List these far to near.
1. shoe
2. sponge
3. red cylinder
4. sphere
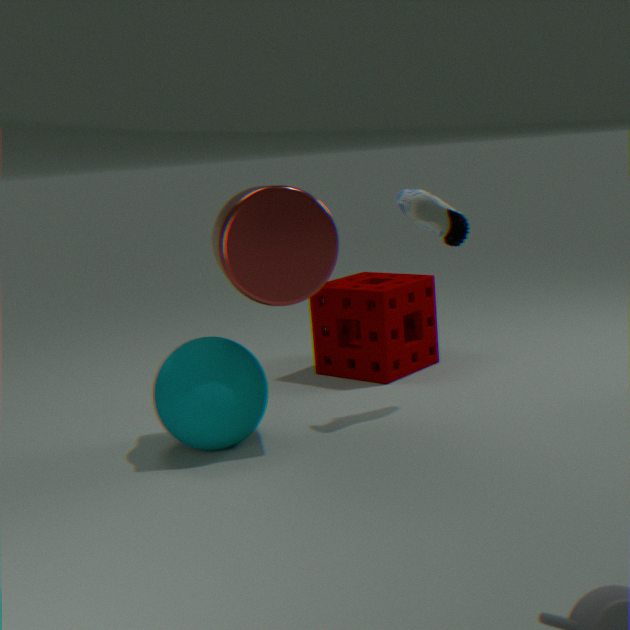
sponge, shoe, sphere, red cylinder
